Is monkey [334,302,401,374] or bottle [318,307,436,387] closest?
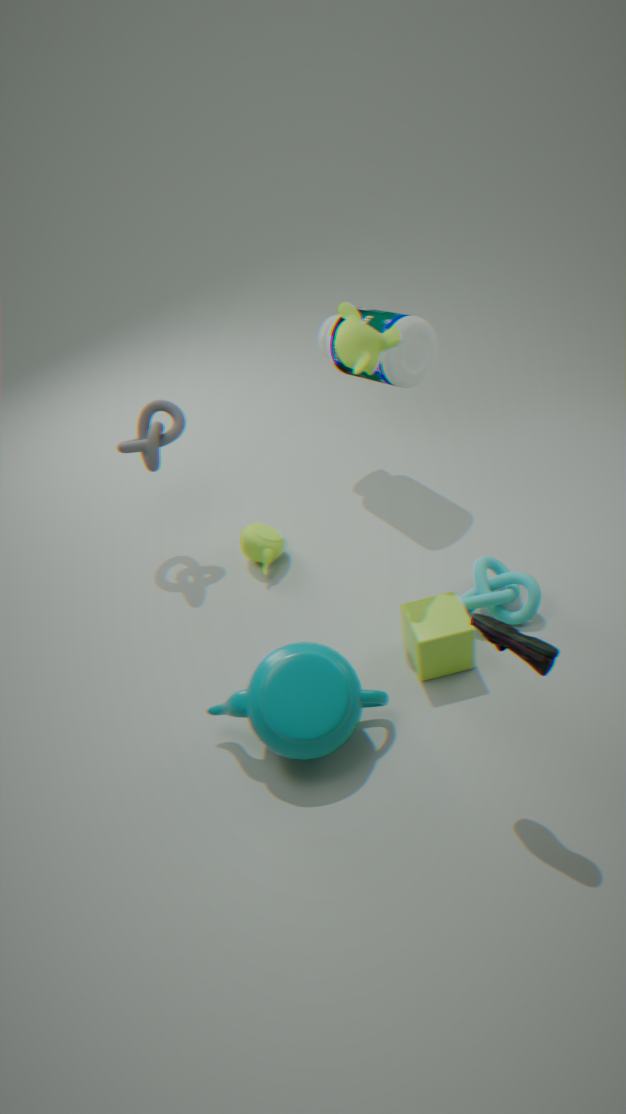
monkey [334,302,401,374]
